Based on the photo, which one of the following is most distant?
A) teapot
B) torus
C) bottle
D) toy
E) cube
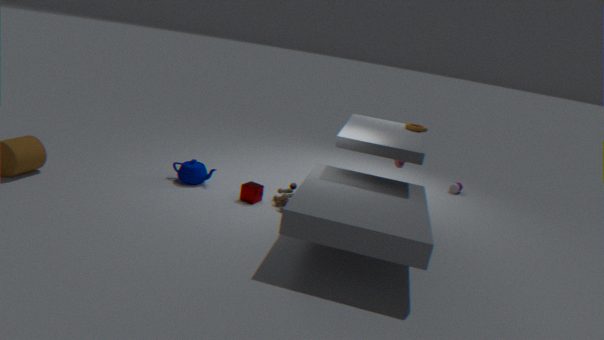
bottle
